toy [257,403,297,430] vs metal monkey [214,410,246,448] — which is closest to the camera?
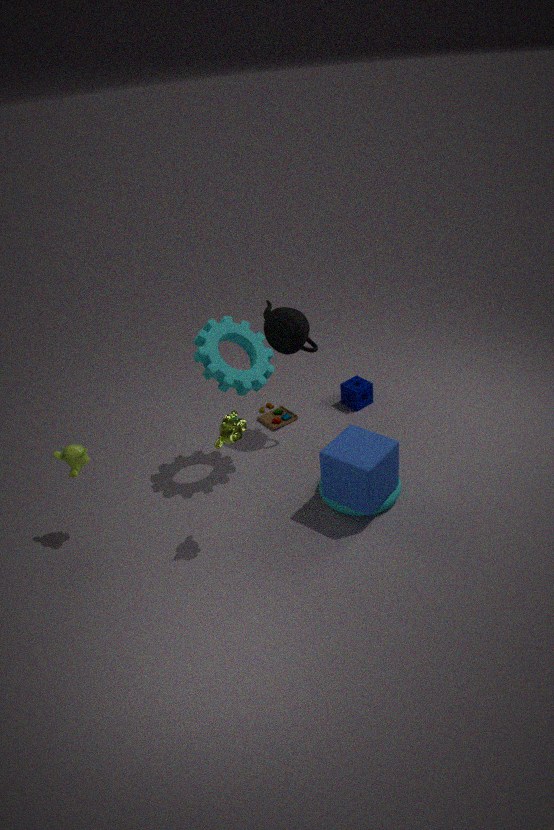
metal monkey [214,410,246,448]
